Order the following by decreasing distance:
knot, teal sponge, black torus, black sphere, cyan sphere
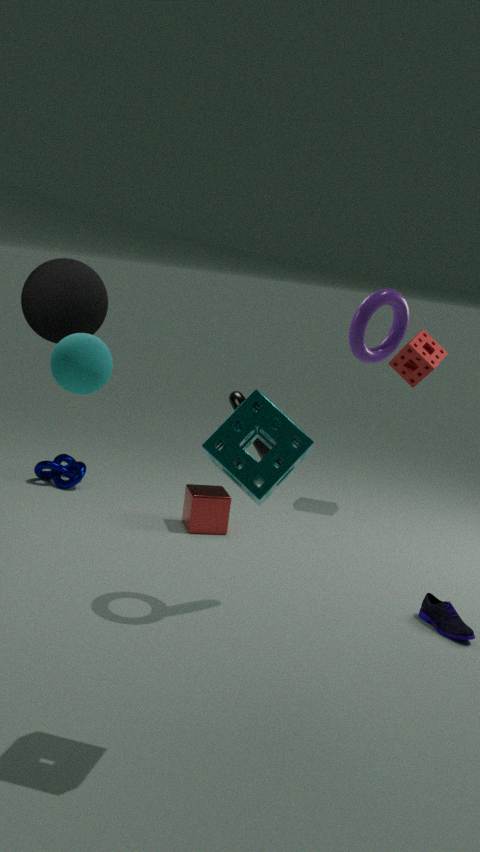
knot, black sphere, black torus, cyan sphere, teal sponge
